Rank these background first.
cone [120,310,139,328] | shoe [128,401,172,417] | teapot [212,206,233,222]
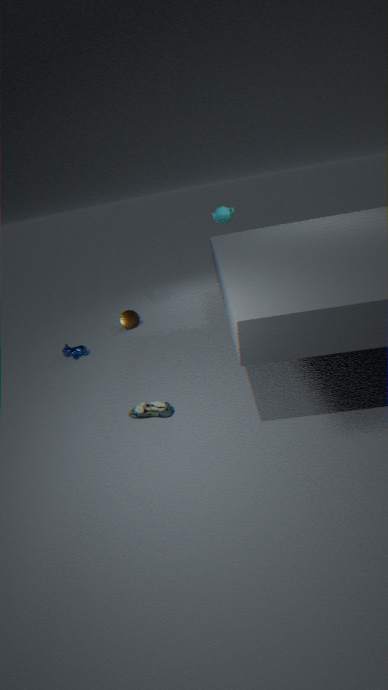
cone [120,310,139,328], teapot [212,206,233,222], shoe [128,401,172,417]
